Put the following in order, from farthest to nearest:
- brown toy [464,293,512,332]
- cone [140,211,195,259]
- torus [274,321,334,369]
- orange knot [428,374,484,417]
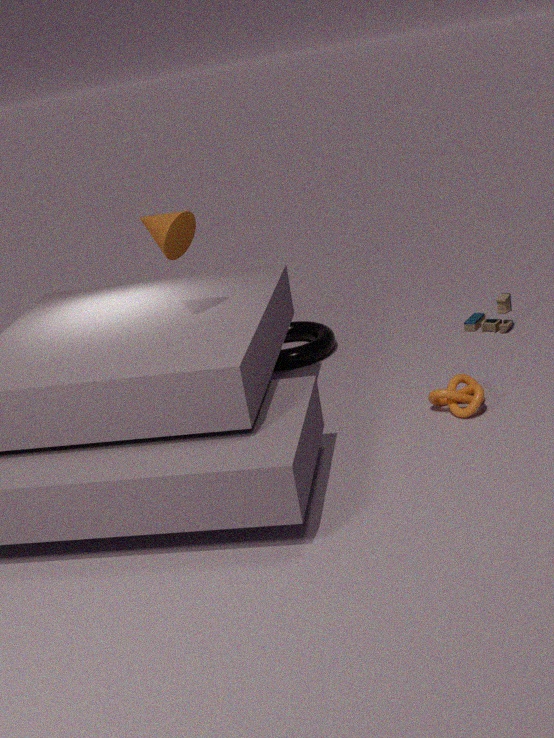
torus [274,321,334,369] < brown toy [464,293,512,332] < orange knot [428,374,484,417] < cone [140,211,195,259]
